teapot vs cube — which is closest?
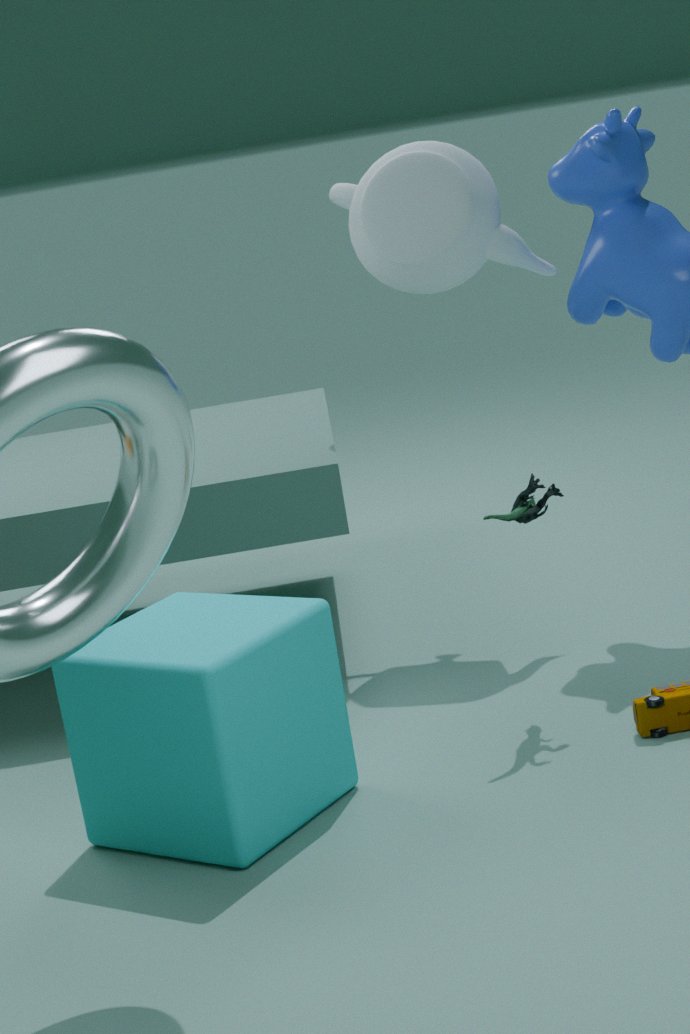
cube
